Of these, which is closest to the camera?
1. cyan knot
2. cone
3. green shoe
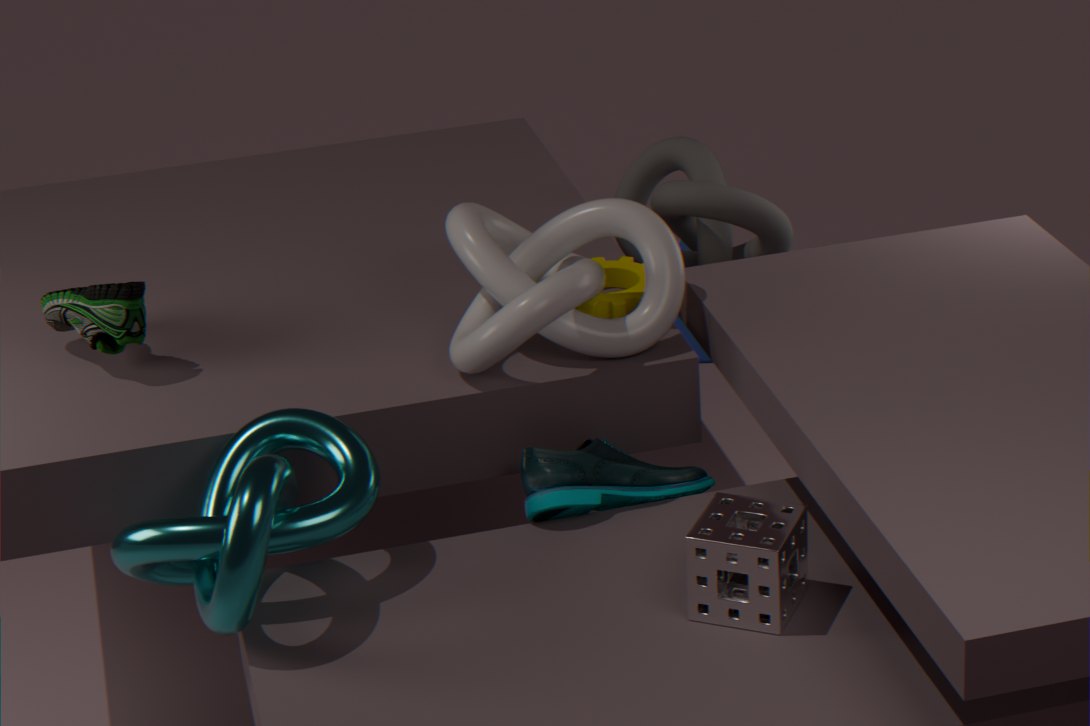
cyan knot
